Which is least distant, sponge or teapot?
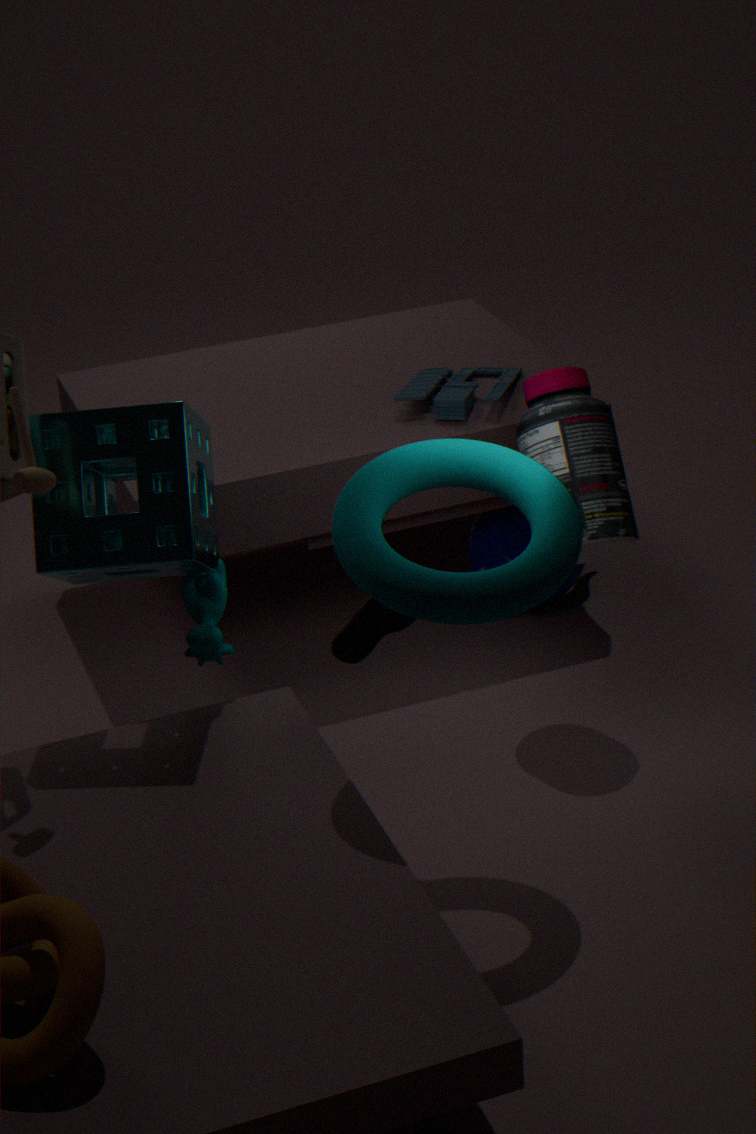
sponge
